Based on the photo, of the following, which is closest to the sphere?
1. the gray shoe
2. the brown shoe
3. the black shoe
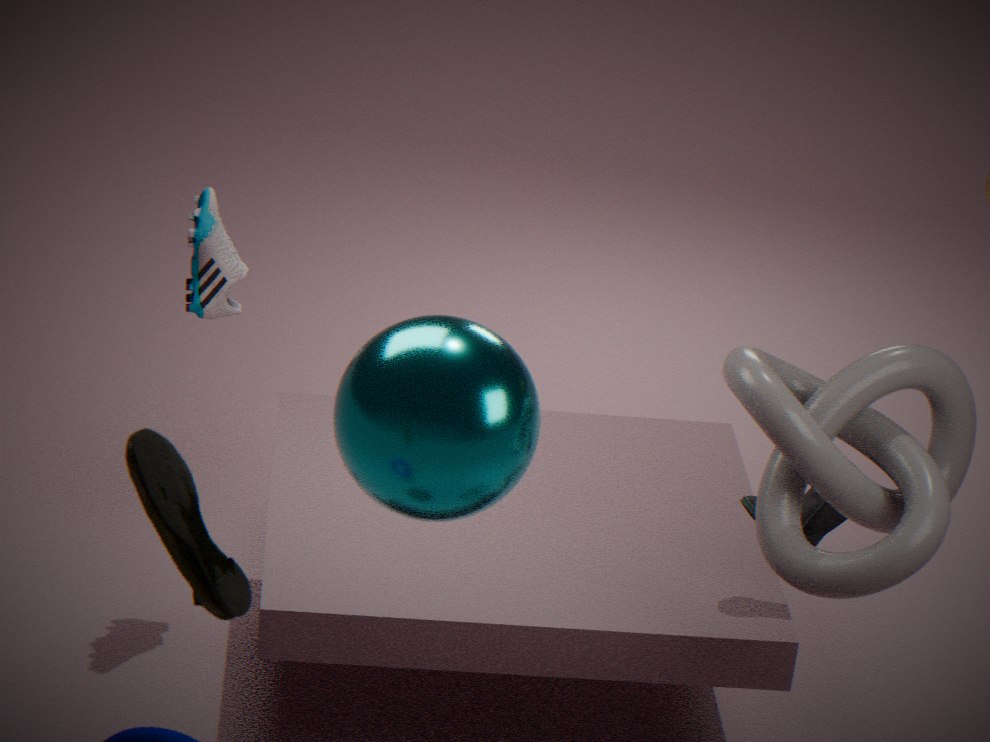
the brown shoe
